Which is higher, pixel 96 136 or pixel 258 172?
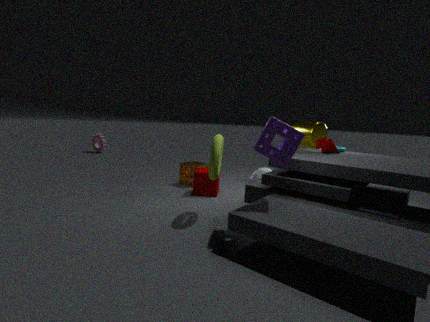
pixel 96 136
